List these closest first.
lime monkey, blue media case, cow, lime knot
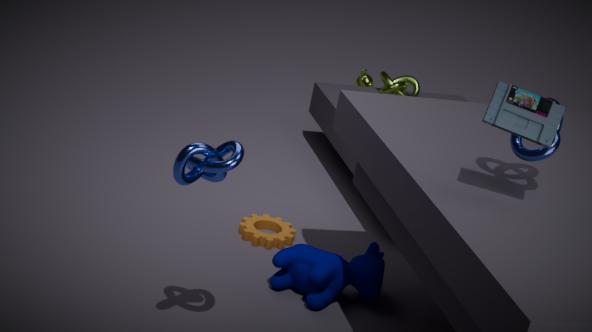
1. blue media case
2. cow
3. lime knot
4. lime monkey
